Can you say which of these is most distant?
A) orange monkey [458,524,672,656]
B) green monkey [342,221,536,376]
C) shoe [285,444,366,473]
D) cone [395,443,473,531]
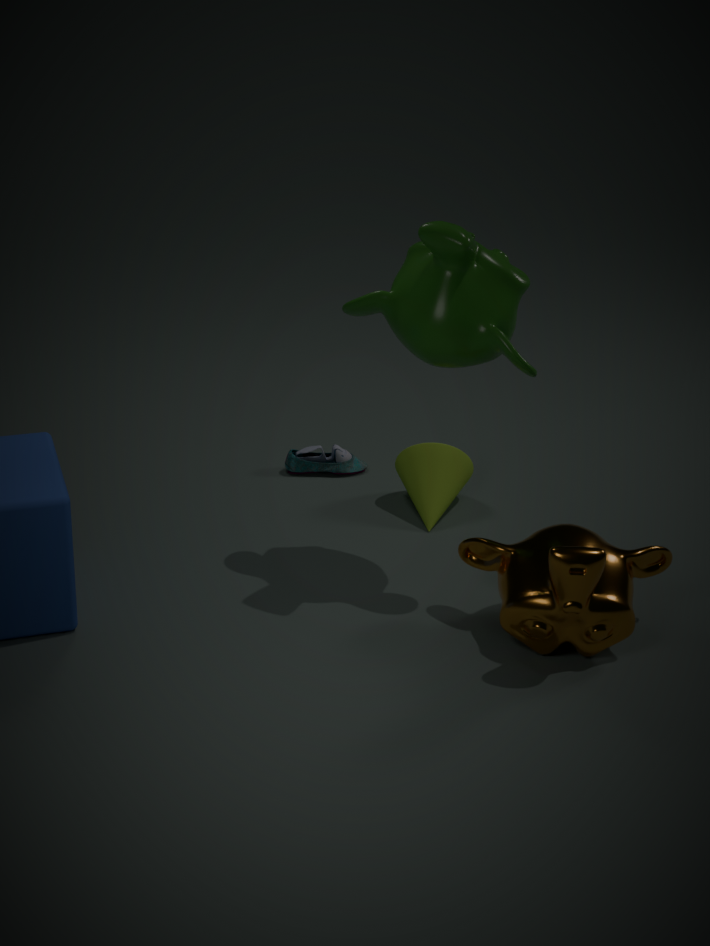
shoe [285,444,366,473]
